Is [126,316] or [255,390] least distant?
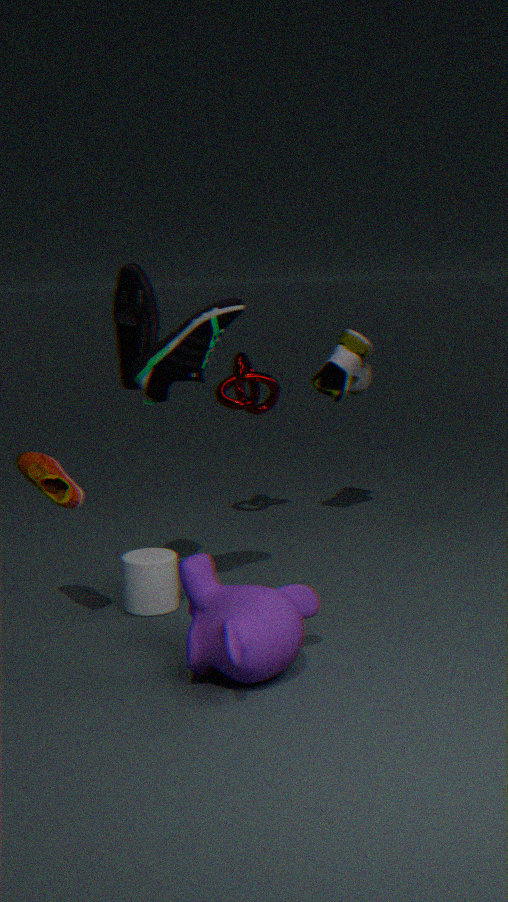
[126,316]
